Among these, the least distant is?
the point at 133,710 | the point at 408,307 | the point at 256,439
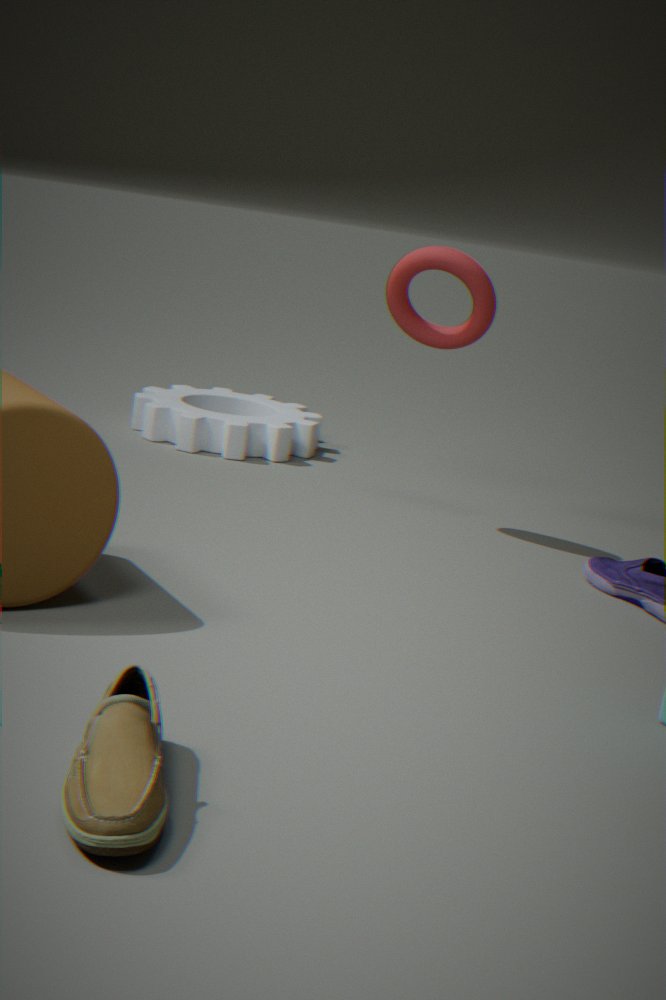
the point at 133,710
